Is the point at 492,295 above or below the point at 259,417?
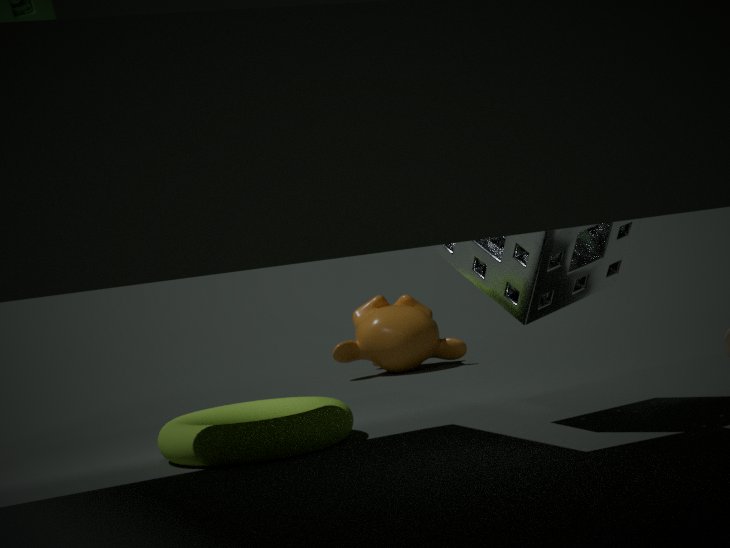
above
